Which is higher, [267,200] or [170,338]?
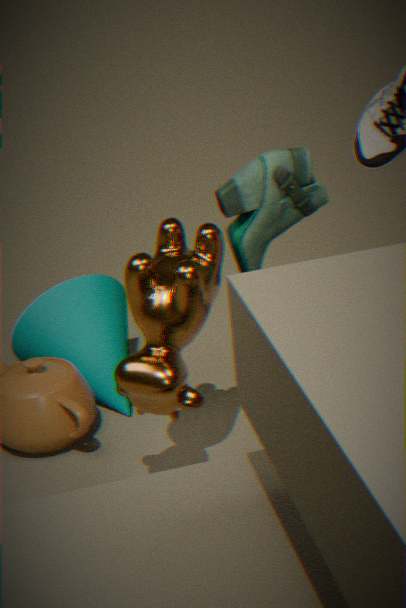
[267,200]
